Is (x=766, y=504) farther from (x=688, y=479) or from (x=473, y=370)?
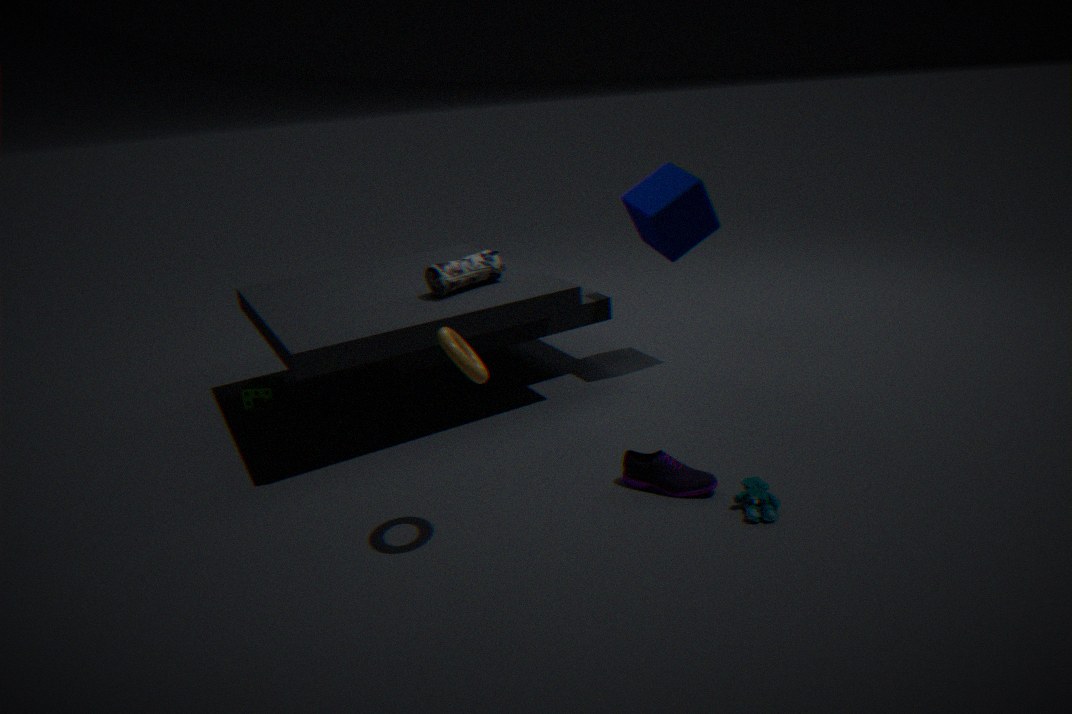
(x=473, y=370)
